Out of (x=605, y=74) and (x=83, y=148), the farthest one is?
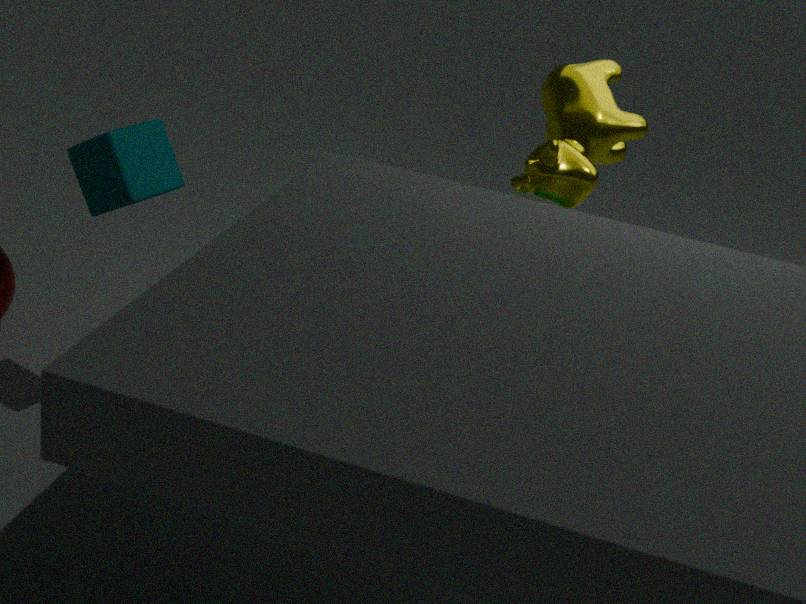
(x=605, y=74)
